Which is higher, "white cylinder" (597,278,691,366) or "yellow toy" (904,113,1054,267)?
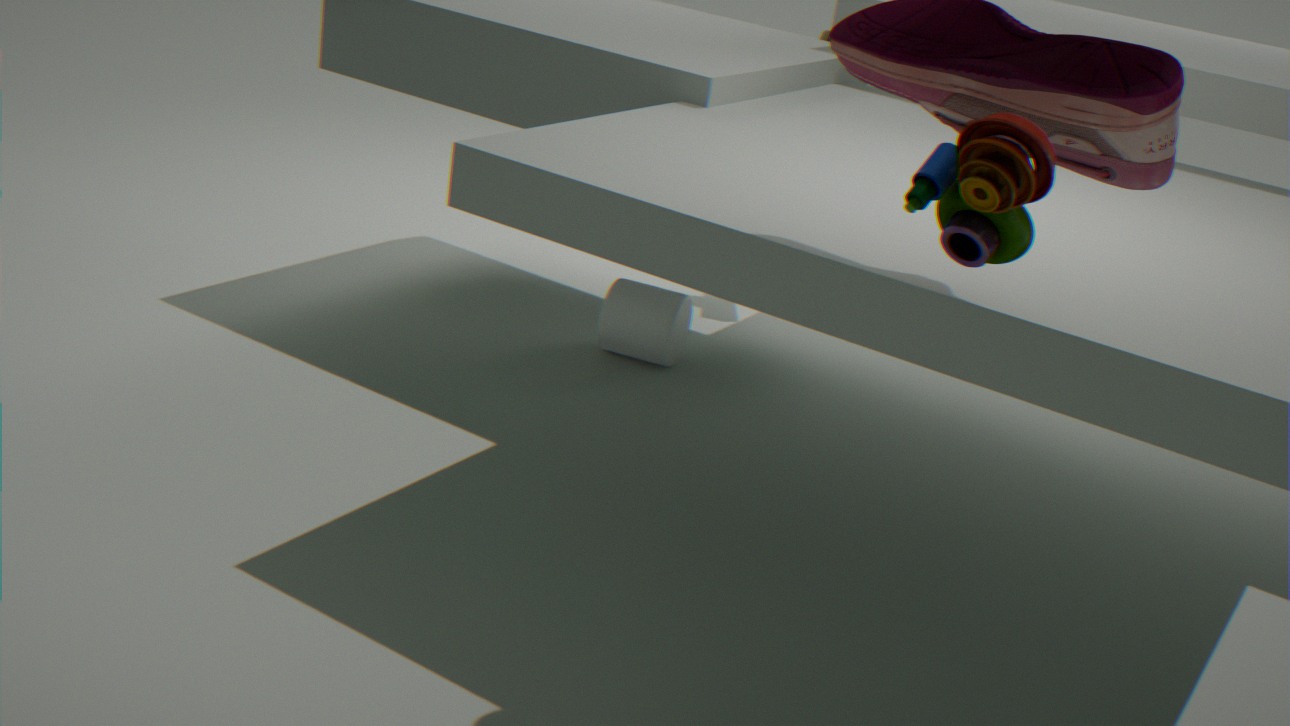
"yellow toy" (904,113,1054,267)
